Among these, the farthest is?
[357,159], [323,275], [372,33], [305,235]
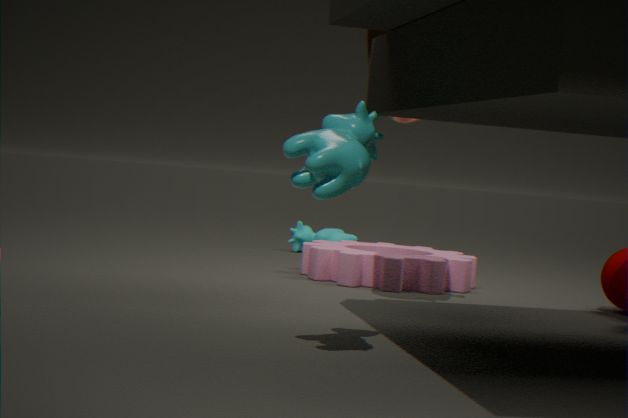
[305,235]
